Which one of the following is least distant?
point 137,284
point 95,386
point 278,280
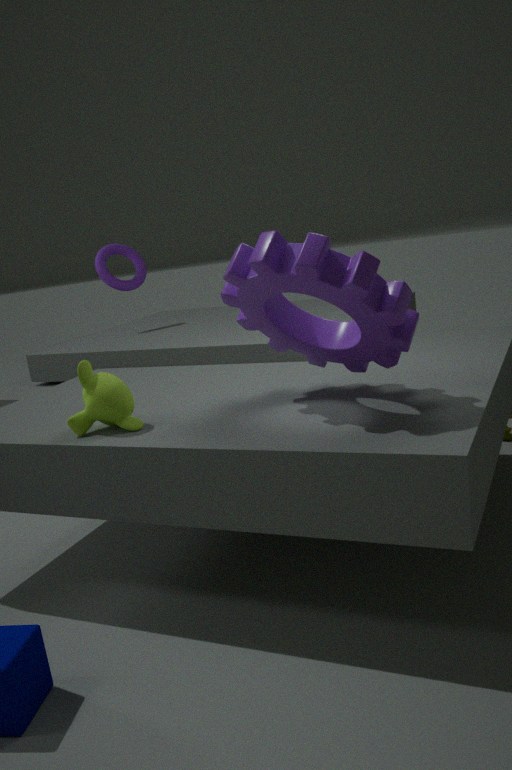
point 278,280
